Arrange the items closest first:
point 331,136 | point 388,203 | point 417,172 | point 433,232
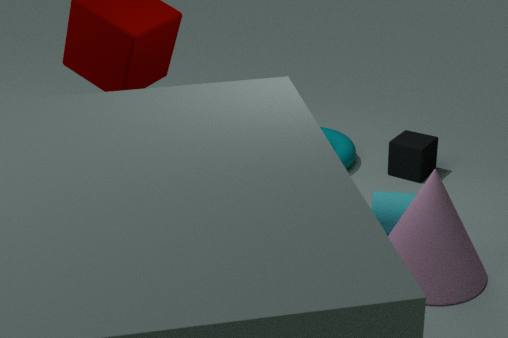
point 433,232, point 388,203, point 417,172, point 331,136
